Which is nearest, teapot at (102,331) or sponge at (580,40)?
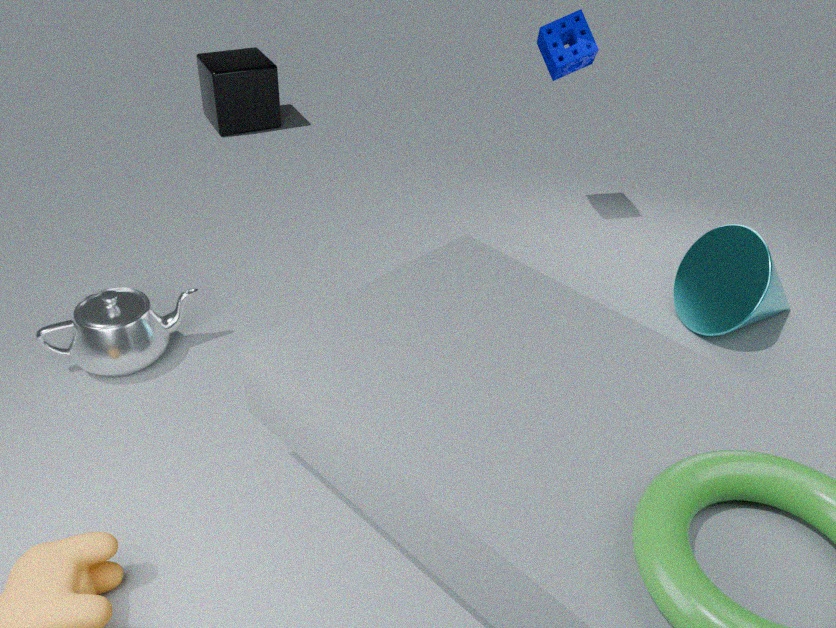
teapot at (102,331)
